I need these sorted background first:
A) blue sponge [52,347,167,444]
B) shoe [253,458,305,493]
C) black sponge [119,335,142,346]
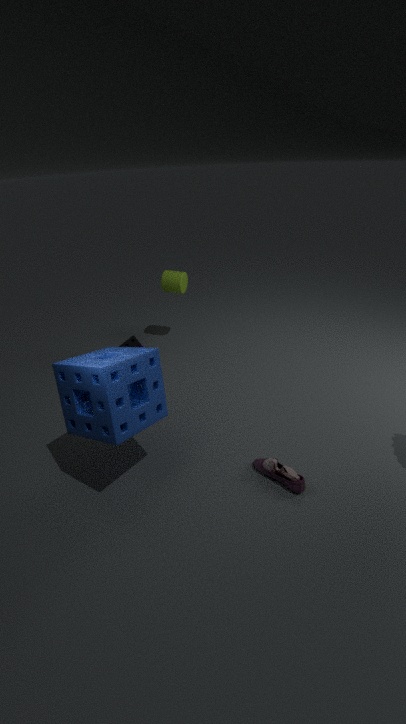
1. black sponge [119,335,142,346]
2. shoe [253,458,305,493]
3. blue sponge [52,347,167,444]
